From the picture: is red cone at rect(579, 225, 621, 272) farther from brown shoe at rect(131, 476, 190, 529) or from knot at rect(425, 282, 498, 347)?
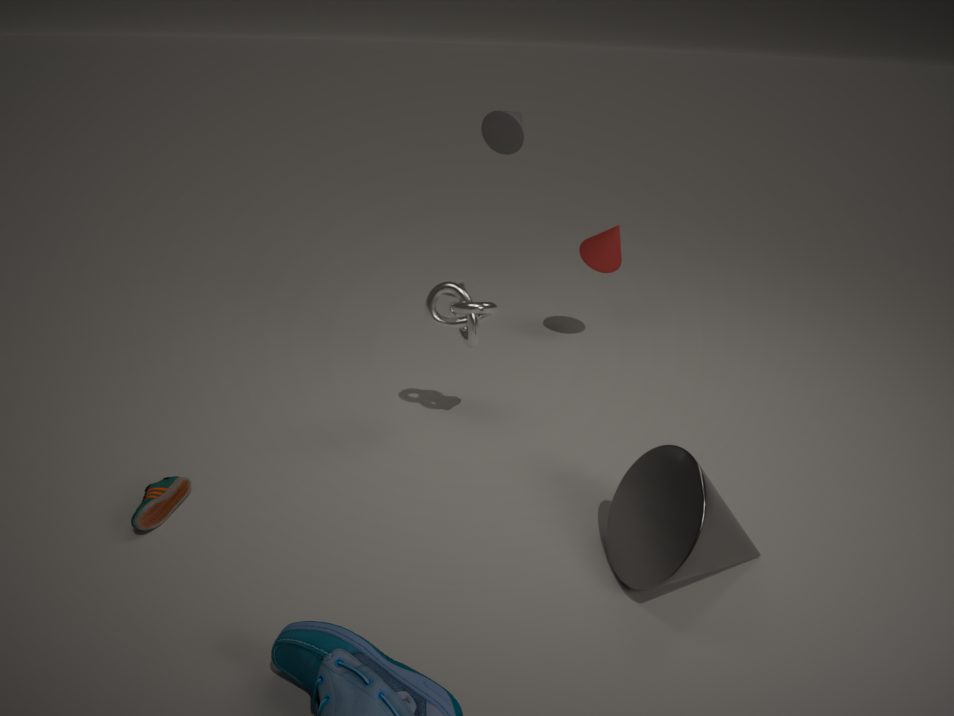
brown shoe at rect(131, 476, 190, 529)
